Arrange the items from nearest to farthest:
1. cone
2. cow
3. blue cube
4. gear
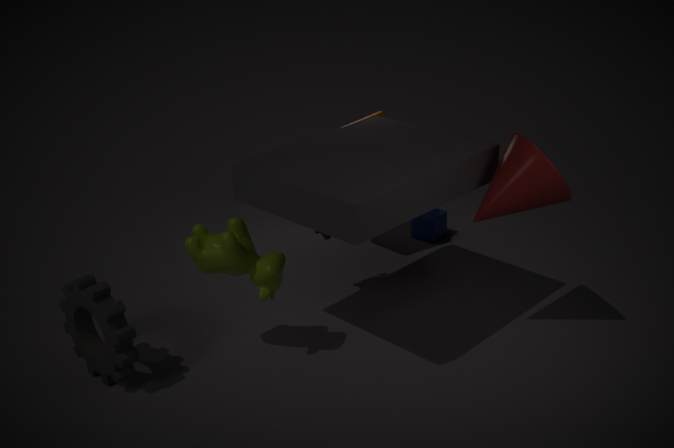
gear, cone, cow, blue cube
